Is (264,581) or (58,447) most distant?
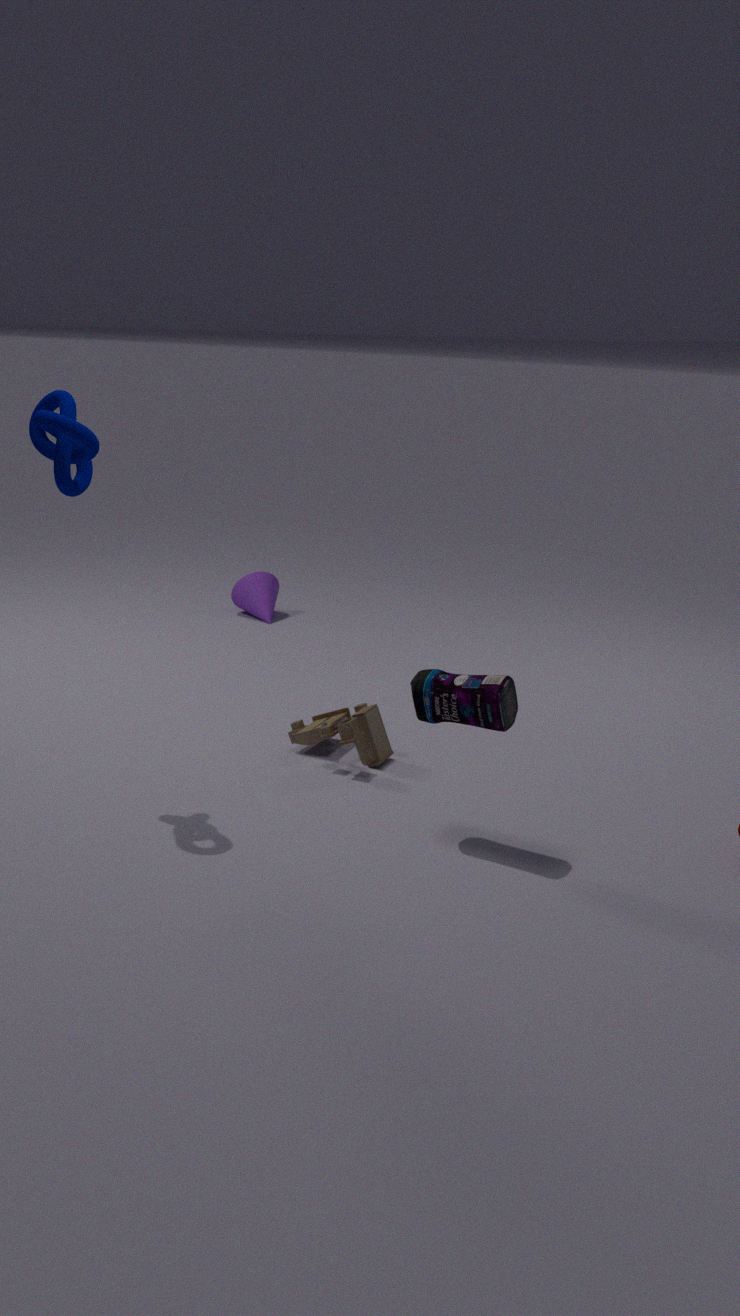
(264,581)
